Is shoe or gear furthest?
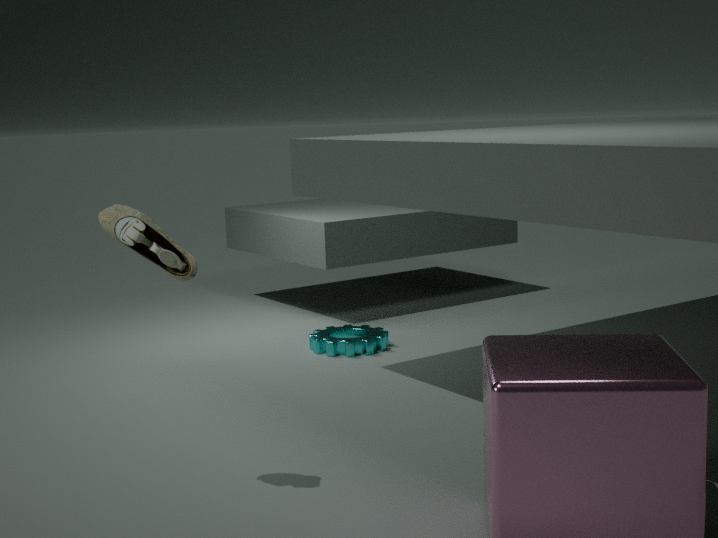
gear
